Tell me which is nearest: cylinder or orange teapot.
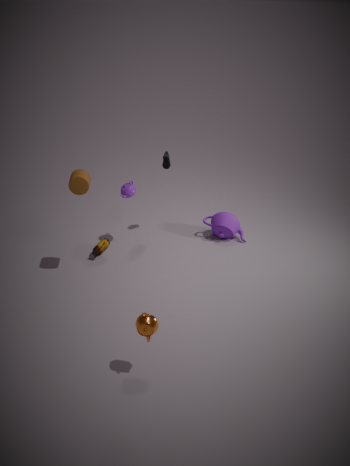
orange teapot
